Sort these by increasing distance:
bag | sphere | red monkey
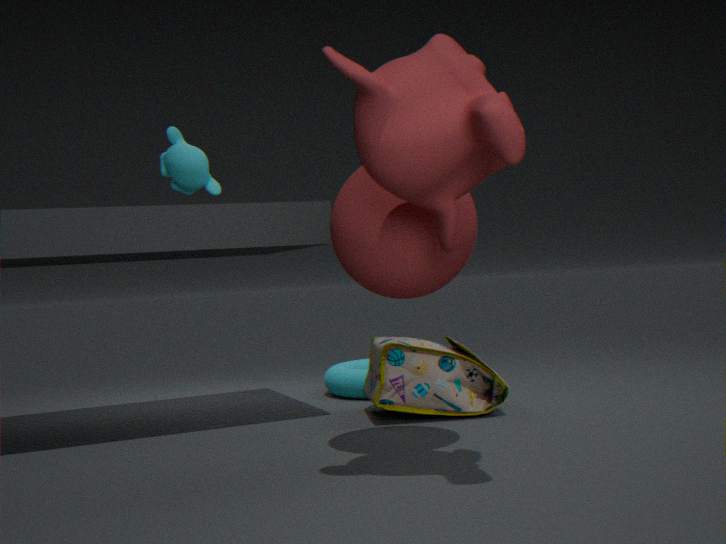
red monkey < sphere < bag
